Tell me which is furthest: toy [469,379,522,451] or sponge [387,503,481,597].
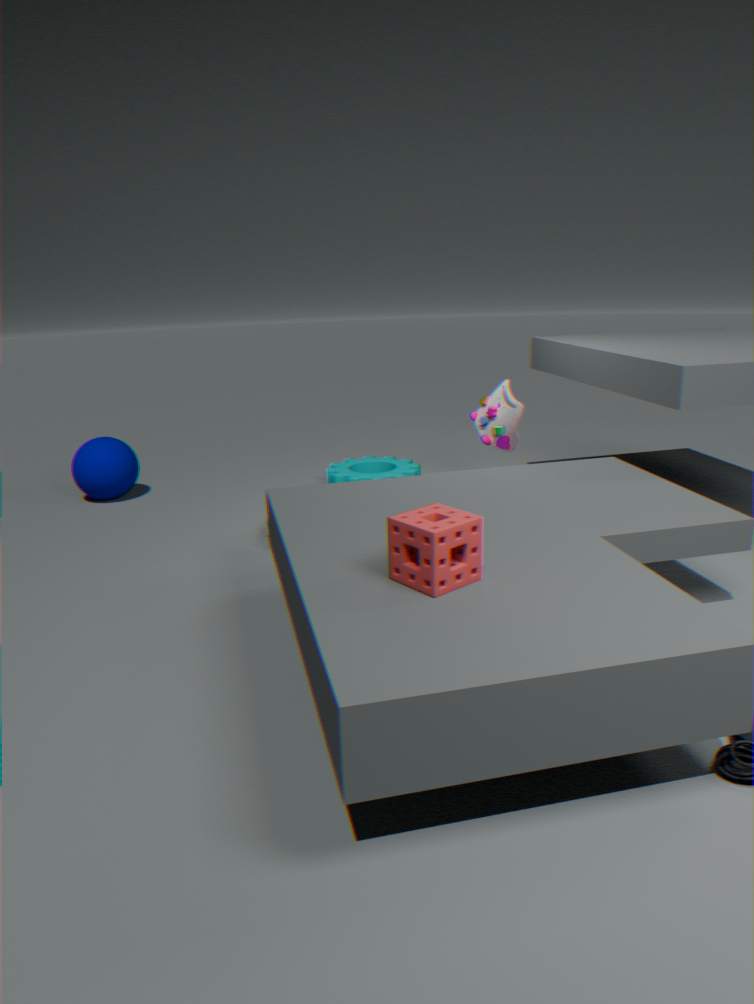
toy [469,379,522,451]
